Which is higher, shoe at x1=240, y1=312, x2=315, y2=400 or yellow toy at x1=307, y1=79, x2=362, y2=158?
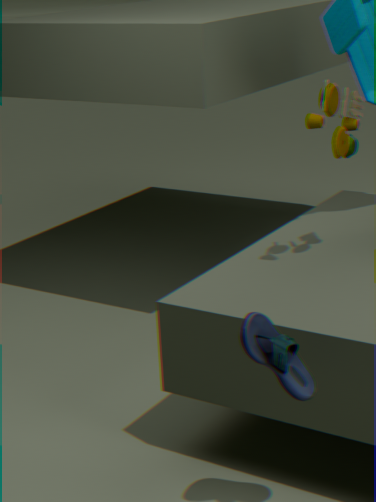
yellow toy at x1=307, y1=79, x2=362, y2=158
